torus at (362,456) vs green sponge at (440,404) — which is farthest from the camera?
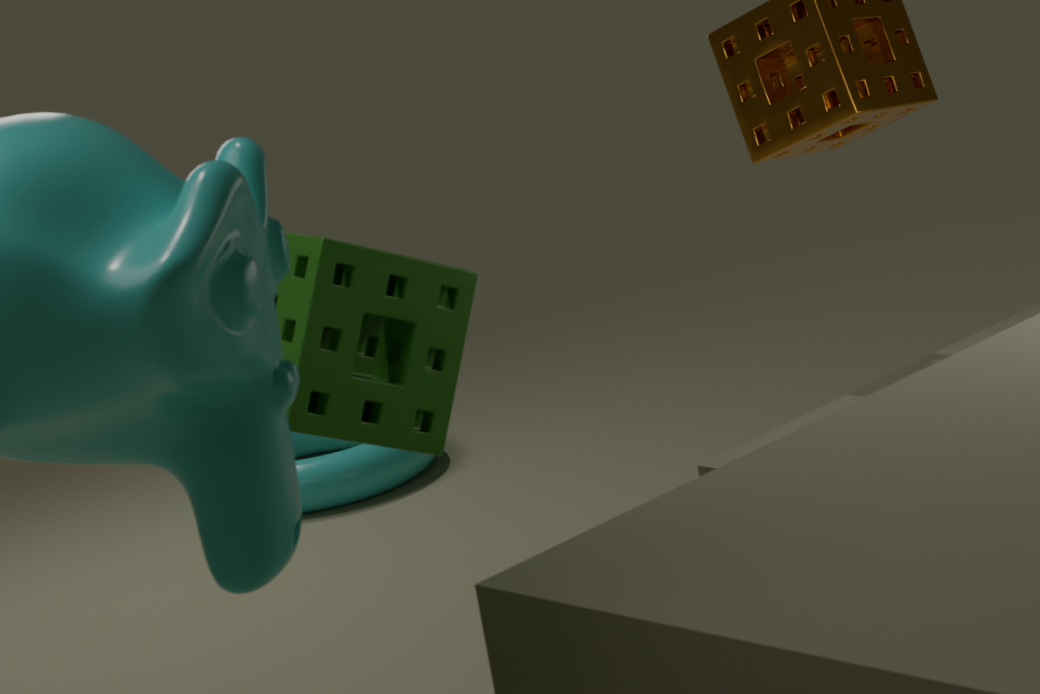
torus at (362,456)
